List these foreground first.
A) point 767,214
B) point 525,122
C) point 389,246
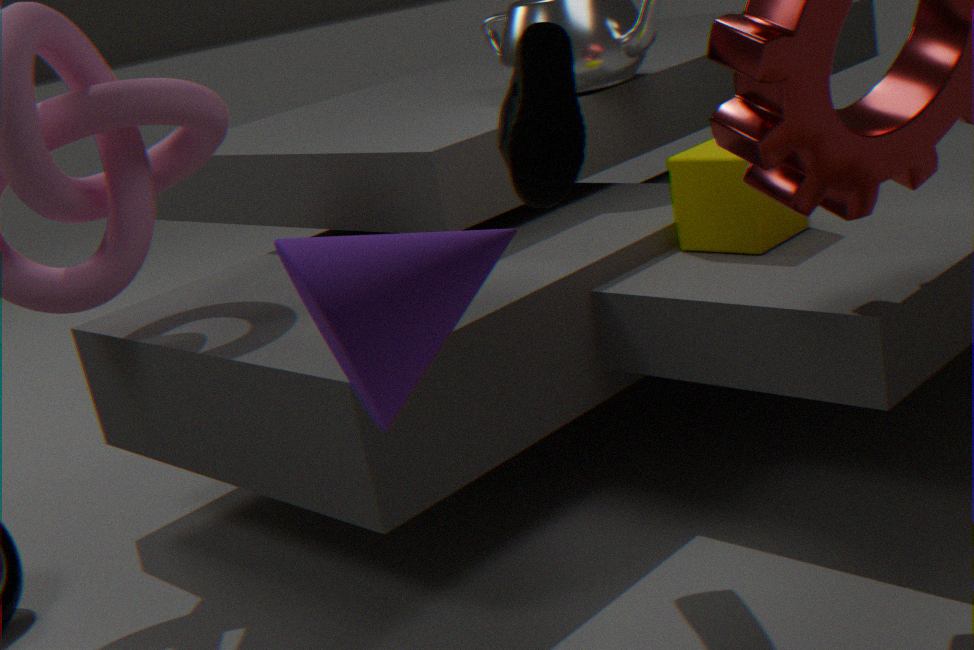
1. point 389,246
2. point 525,122
3. point 767,214
